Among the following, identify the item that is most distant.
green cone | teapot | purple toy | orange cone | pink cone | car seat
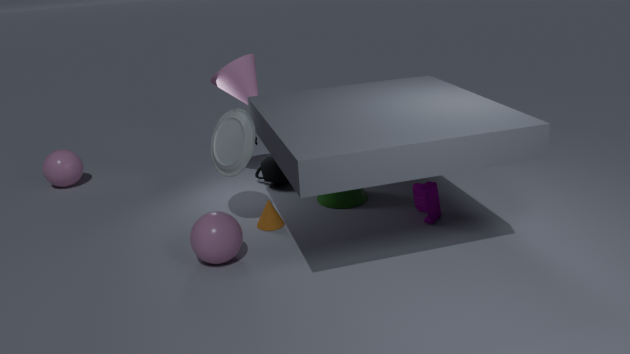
teapot
